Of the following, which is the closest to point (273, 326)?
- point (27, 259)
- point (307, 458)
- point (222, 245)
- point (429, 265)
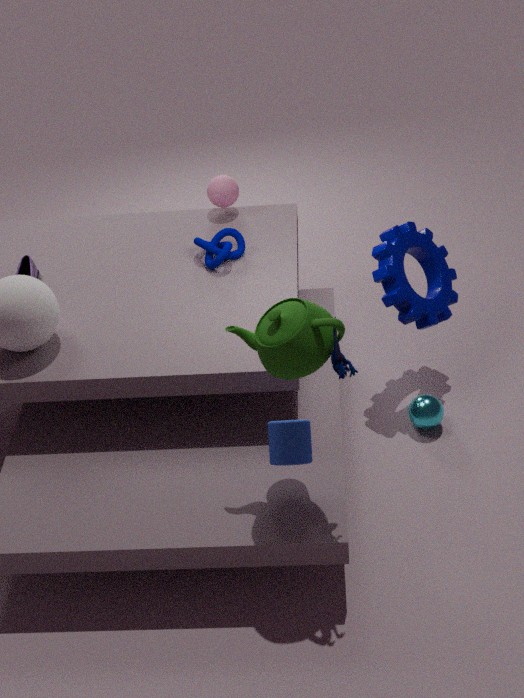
point (307, 458)
